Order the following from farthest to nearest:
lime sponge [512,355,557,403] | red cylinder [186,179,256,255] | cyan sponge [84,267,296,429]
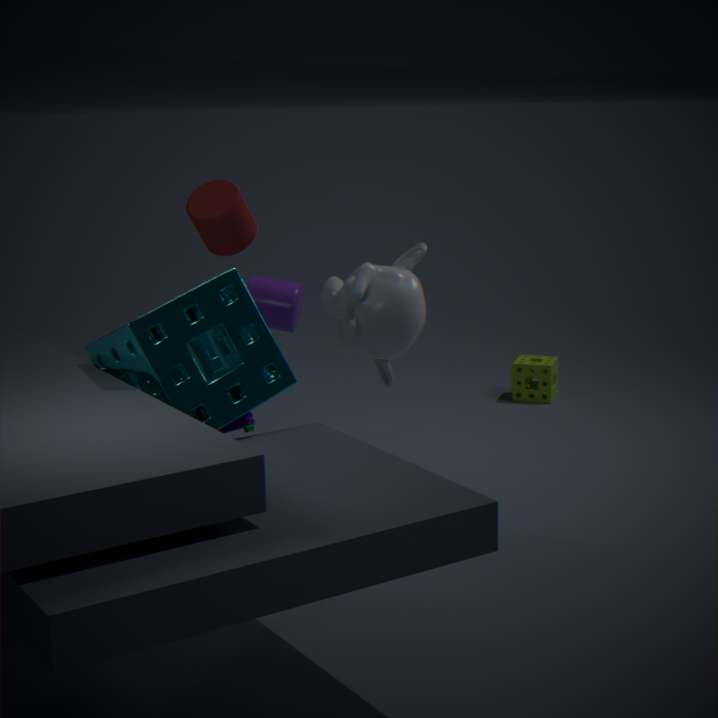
lime sponge [512,355,557,403]
red cylinder [186,179,256,255]
cyan sponge [84,267,296,429]
